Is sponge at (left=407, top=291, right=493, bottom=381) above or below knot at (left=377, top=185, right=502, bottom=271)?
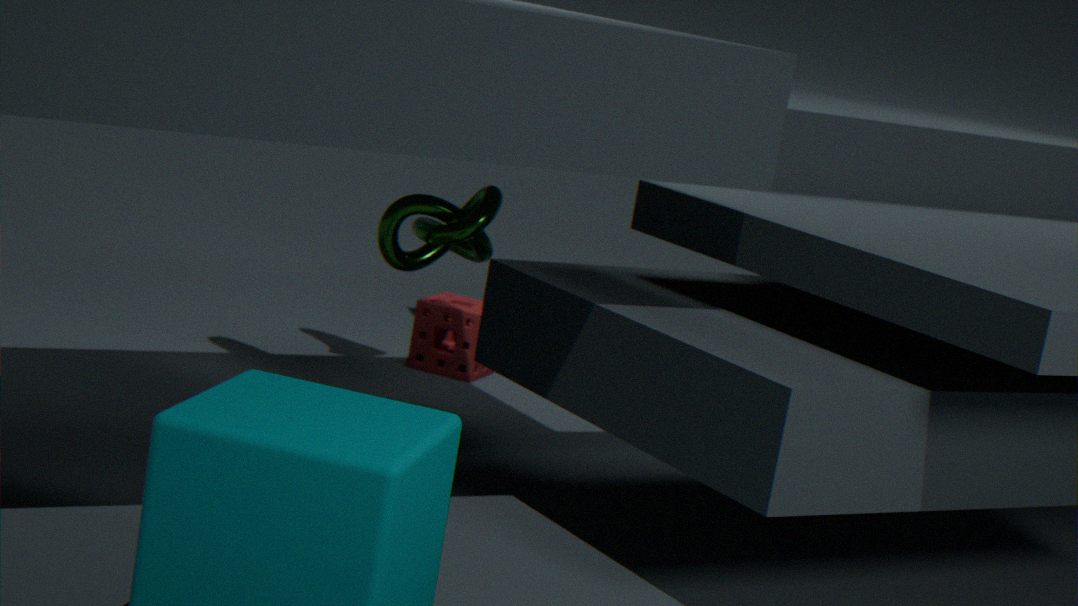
below
